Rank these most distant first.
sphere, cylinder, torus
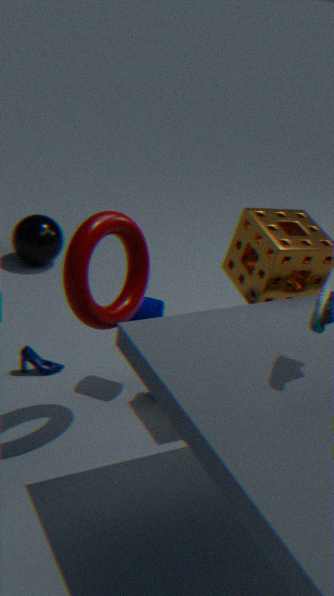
sphere < cylinder < torus
